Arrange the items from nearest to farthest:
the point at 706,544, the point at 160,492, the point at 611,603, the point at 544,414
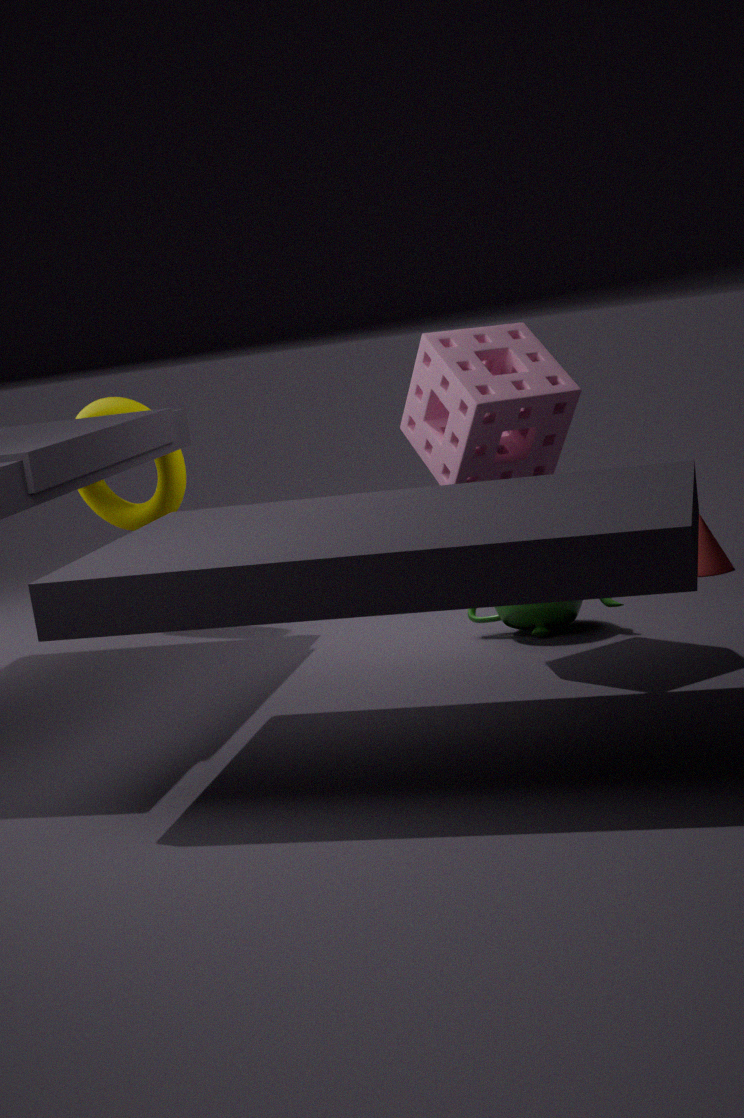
the point at 544,414
the point at 611,603
the point at 706,544
the point at 160,492
